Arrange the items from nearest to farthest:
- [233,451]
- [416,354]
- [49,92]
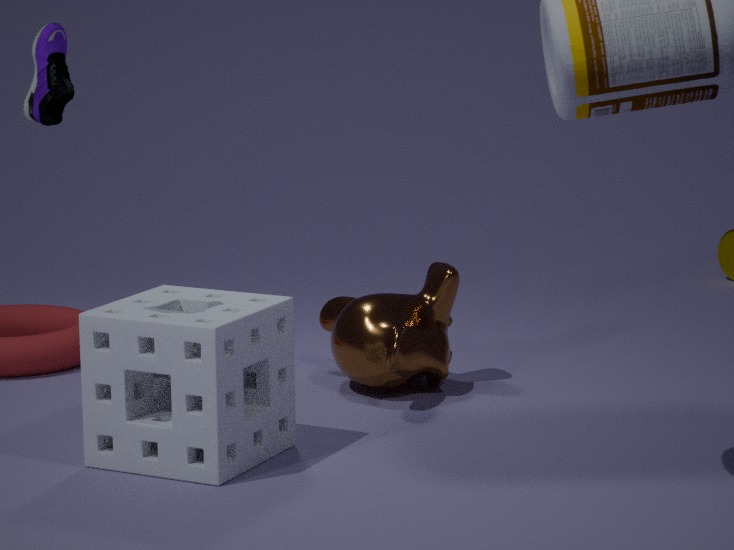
[49,92], [233,451], [416,354]
